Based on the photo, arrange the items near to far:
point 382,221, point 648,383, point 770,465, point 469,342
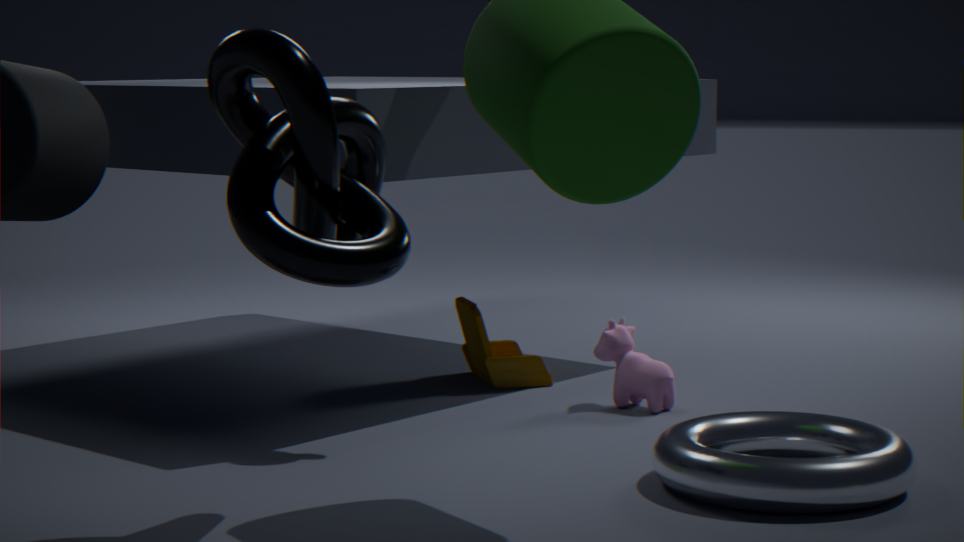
point 382,221 < point 770,465 < point 648,383 < point 469,342
